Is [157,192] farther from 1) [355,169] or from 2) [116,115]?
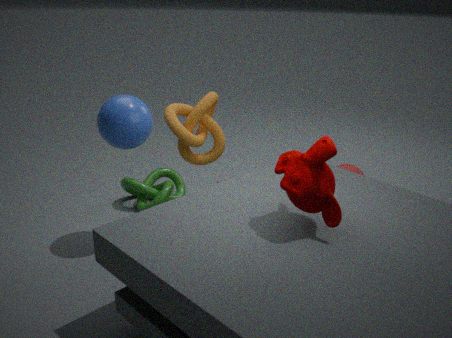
1) [355,169]
